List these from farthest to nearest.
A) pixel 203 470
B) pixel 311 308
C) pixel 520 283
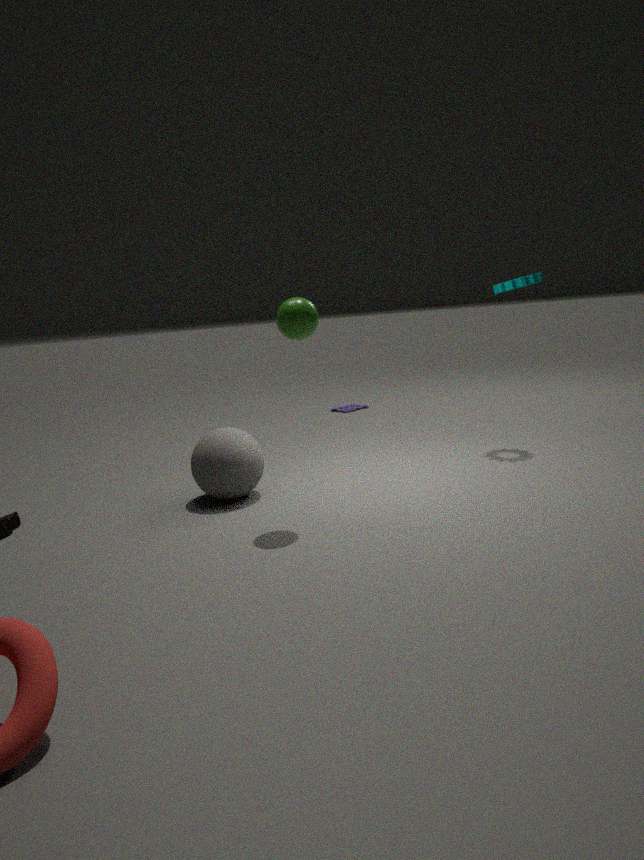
pixel 520 283 → pixel 203 470 → pixel 311 308
